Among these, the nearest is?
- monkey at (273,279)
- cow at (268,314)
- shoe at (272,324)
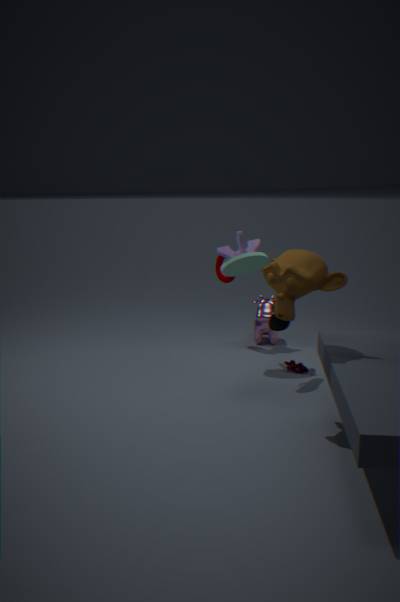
monkey at (273,279)
